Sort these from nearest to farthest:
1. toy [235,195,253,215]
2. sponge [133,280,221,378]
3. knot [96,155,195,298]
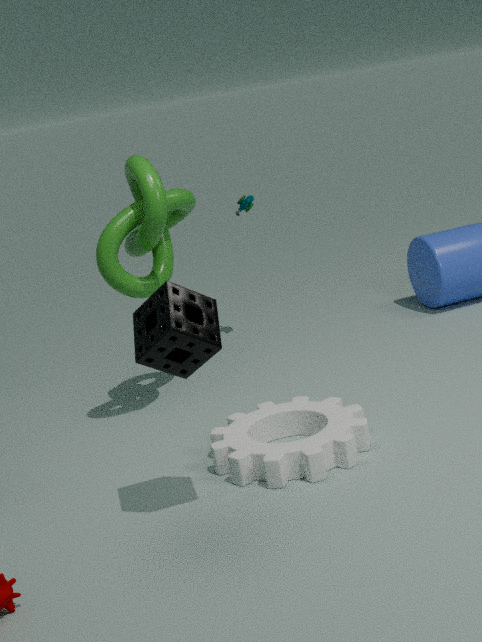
1. sponge [133,280,221,378]
2. knot [96,155,195,298]
3. toy [235,195,253,215]
